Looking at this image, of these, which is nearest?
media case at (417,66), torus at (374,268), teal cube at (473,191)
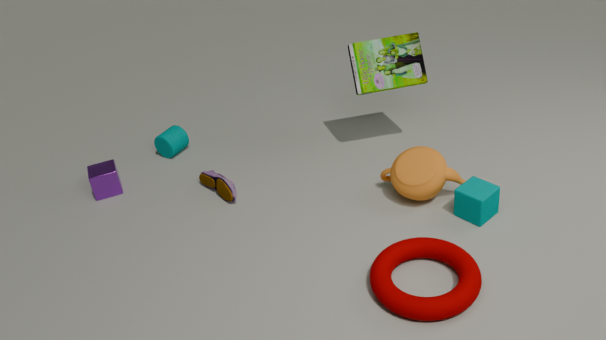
torus at (374,268)
